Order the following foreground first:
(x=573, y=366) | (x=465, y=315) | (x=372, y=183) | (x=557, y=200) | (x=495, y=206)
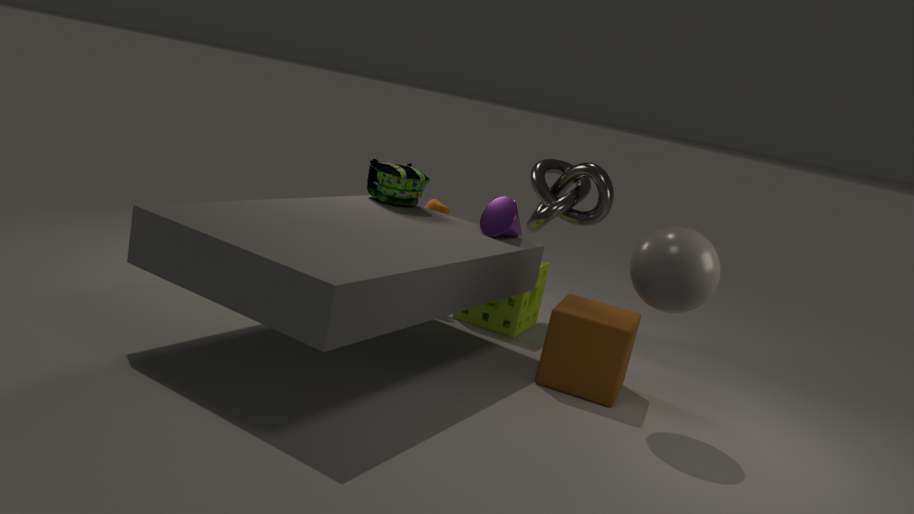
(x=573, y=366)
(x=495, y=206)
(x=372, y=183)
(x=465, y=315)
(x=557, y=200)
